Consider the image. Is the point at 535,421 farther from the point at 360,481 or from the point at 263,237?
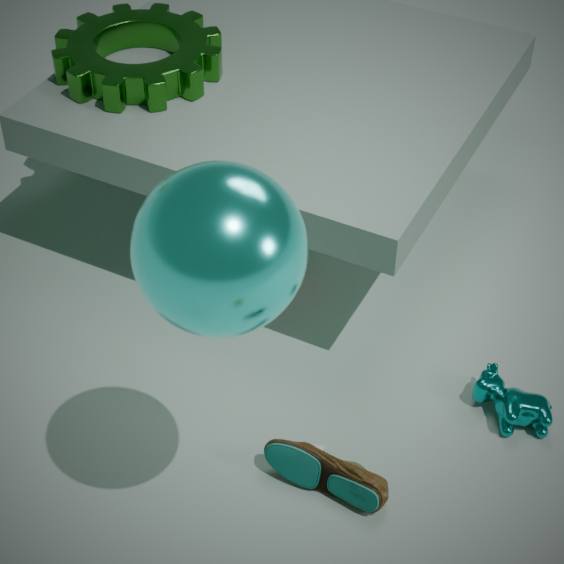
the point at 263,237
